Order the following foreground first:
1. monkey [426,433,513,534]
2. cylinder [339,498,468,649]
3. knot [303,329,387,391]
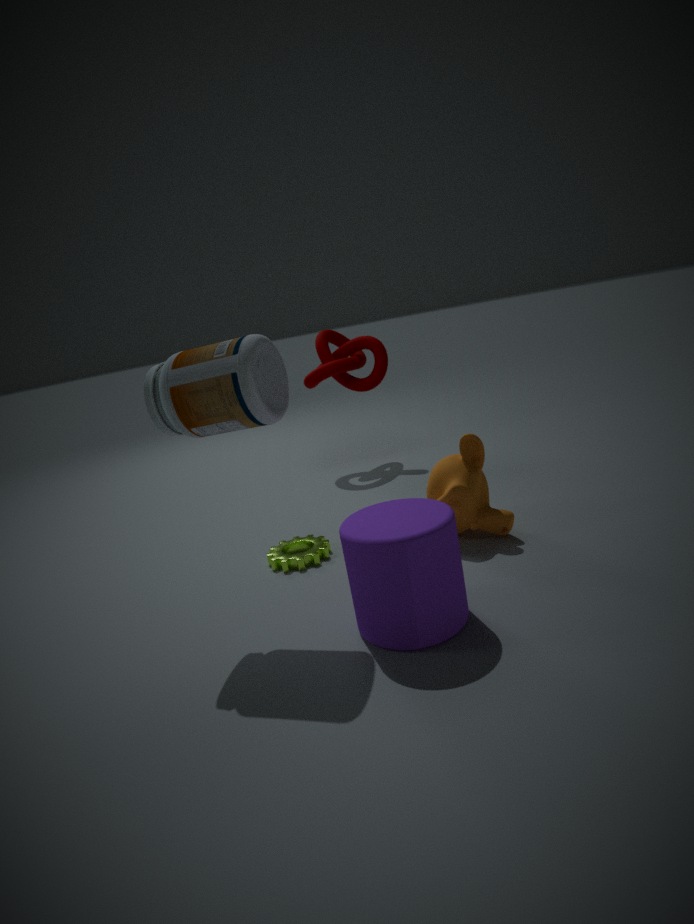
cylinder [339,498,468,649] → monkey [426,433,513,534] → knot [303,329,387,391]
